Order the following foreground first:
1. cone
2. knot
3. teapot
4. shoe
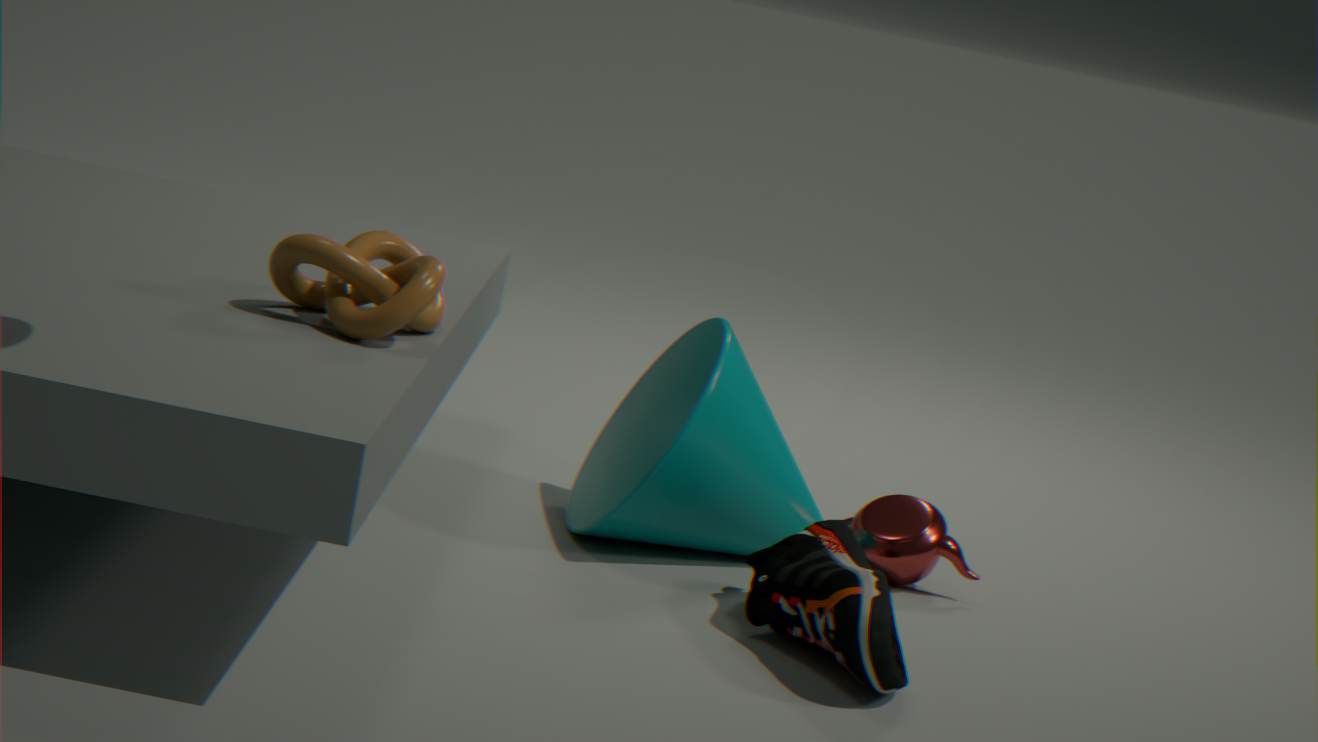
1. knot
2. shoe
3. cone
4. teapot
